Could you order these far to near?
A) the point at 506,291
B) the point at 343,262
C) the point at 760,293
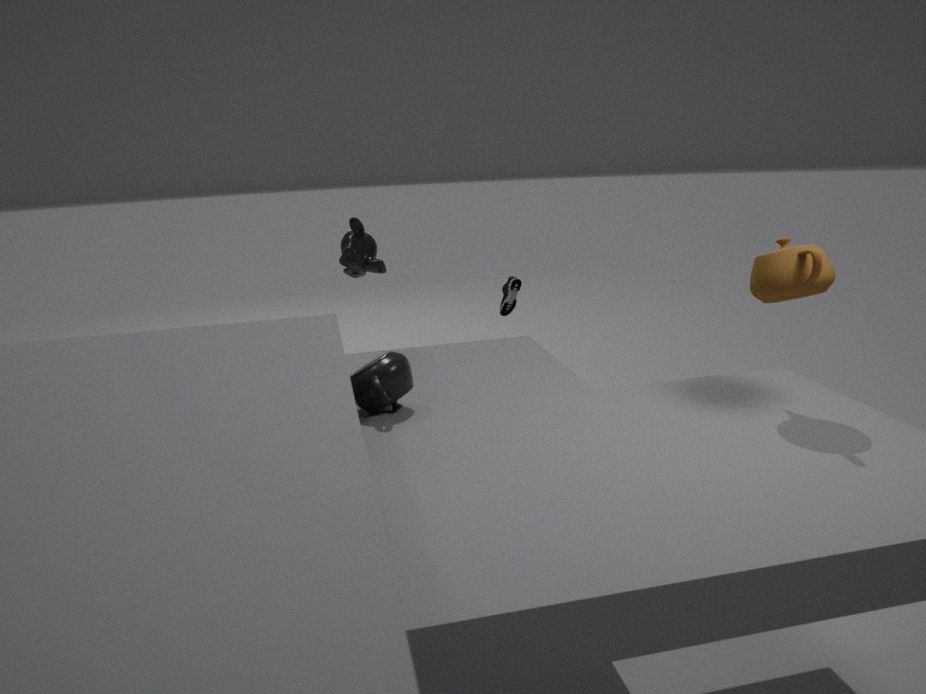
the point at 506,291 → the point at 343,262 → the point at 760,293
